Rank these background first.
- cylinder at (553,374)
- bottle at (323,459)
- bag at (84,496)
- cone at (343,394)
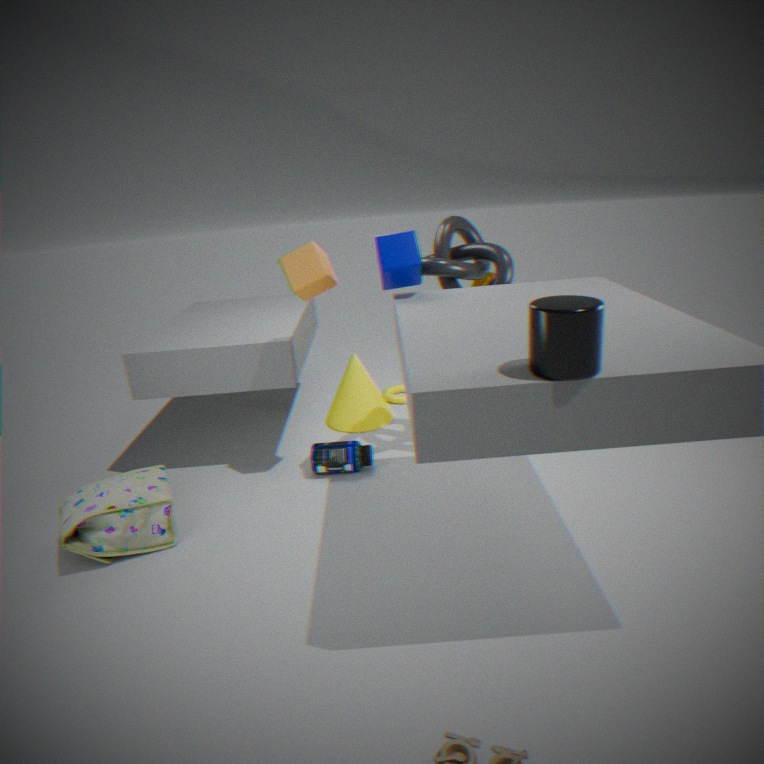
cone at (343,394)
bottle at (323,459)
bag at (84,496)
cylinder at (553,374)
